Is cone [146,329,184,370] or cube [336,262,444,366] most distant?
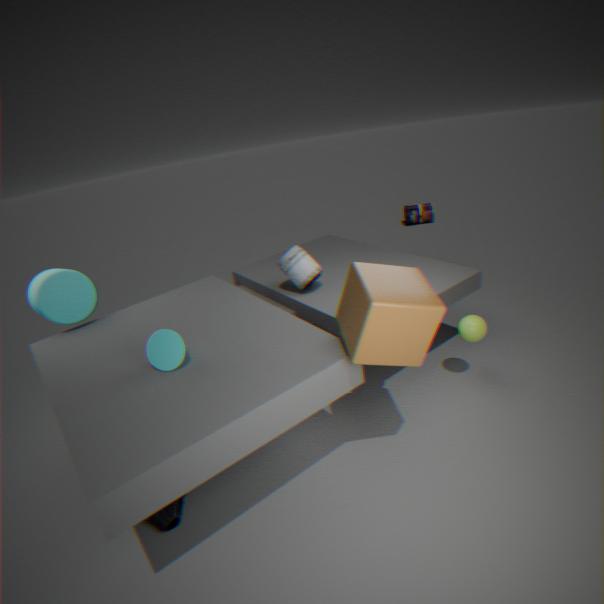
cone [146,329,184,370]
